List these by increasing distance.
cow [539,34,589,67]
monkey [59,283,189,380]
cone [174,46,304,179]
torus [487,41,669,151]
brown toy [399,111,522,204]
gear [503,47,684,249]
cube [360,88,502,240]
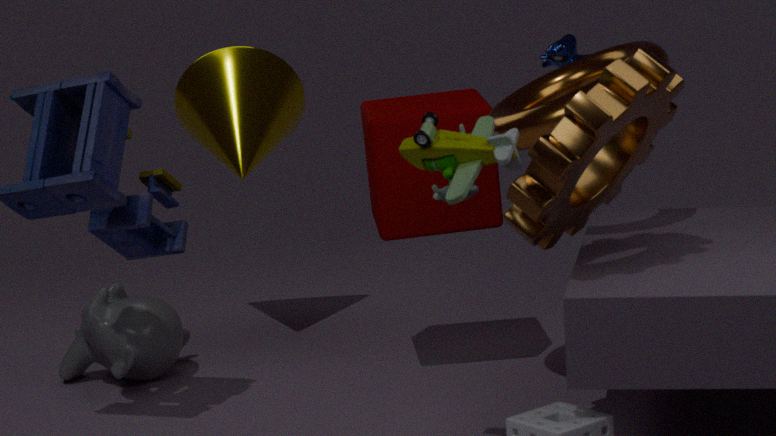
brown toy [399,111,522,204] < gear [503,47,684,249] < torus [487,41,669,151] < cube [360,88,502,240] < cow [539,34,589,67] < monkey [59,283,189,380] < cone [174,46,304,179]
